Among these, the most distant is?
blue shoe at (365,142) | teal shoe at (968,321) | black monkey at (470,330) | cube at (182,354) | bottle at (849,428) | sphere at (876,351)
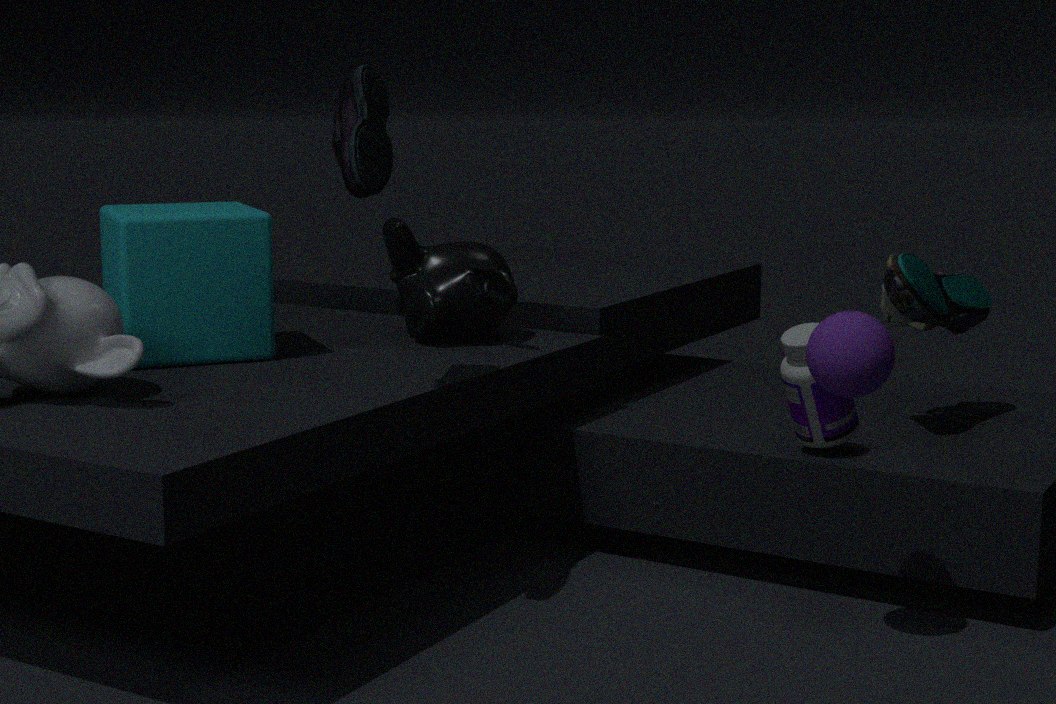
black monkey at (470,330)
